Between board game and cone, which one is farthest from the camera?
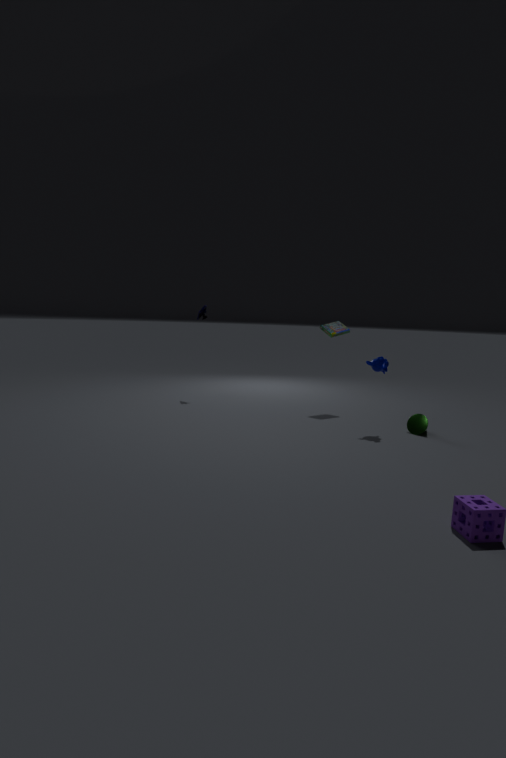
board game
